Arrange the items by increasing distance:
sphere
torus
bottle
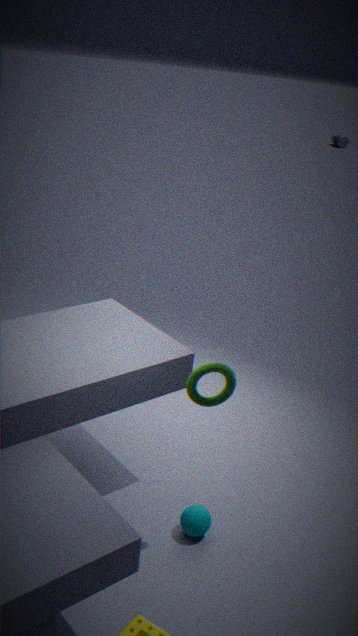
torus, sphere, bottle
